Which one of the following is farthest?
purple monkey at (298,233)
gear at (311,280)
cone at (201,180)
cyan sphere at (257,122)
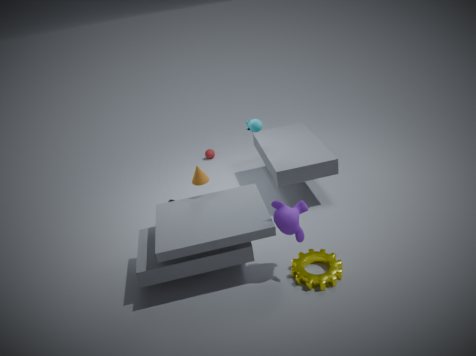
cyan sphere at (257,122)
